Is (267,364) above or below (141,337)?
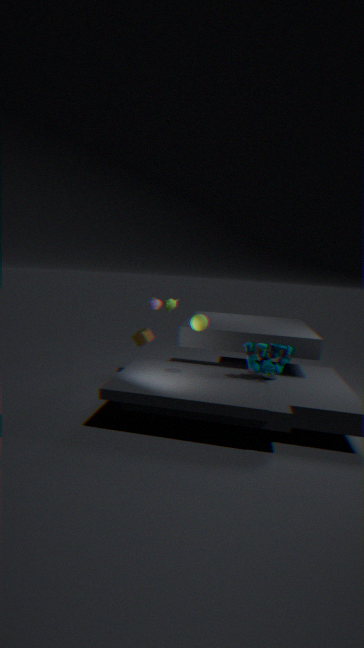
above
